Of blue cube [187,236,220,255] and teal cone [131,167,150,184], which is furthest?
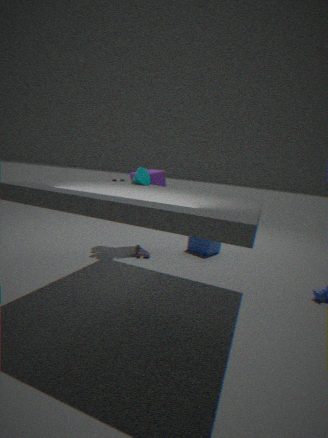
blue cube [187,236,220,255]
